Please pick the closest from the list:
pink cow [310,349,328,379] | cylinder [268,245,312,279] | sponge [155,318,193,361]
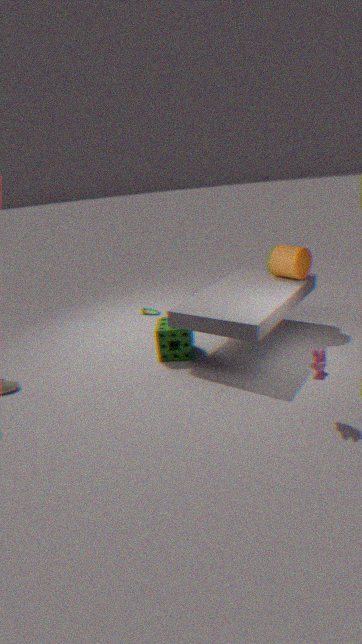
A: pink cow [310,349,328,379]
